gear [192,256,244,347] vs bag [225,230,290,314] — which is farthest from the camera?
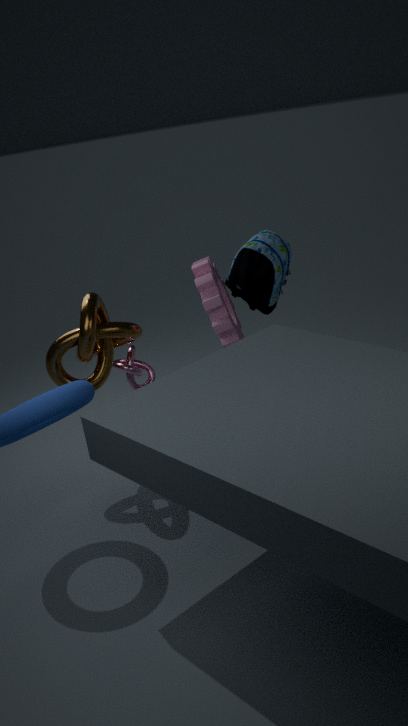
bag [225,230,290,314]
